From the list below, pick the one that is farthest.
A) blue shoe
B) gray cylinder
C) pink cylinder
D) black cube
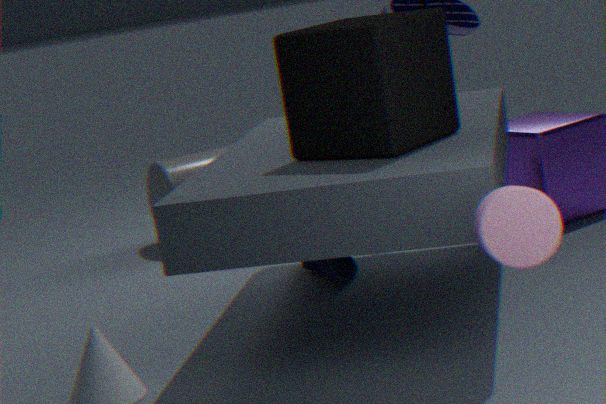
gray cylinder
